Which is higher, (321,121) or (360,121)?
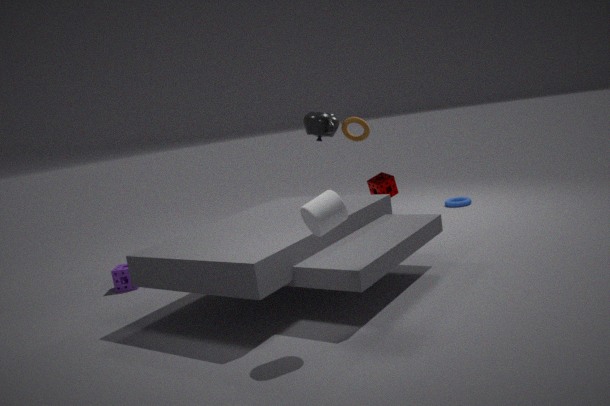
(321,121)
